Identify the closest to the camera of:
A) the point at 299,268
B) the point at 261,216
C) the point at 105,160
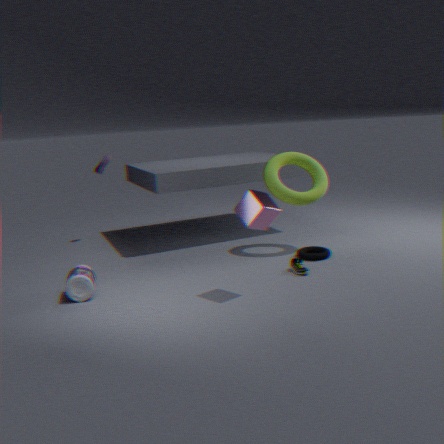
the point at 261,216
